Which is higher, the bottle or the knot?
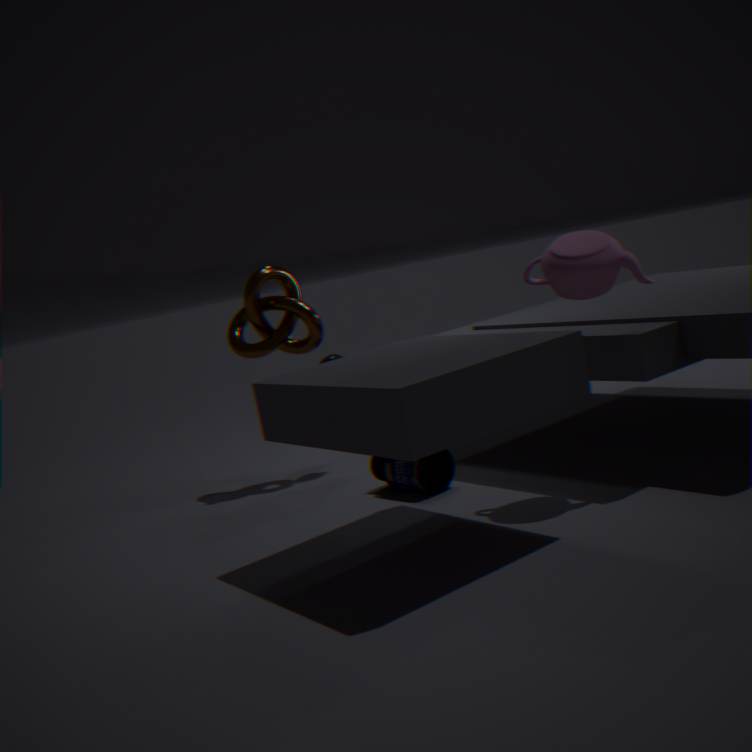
the knot
